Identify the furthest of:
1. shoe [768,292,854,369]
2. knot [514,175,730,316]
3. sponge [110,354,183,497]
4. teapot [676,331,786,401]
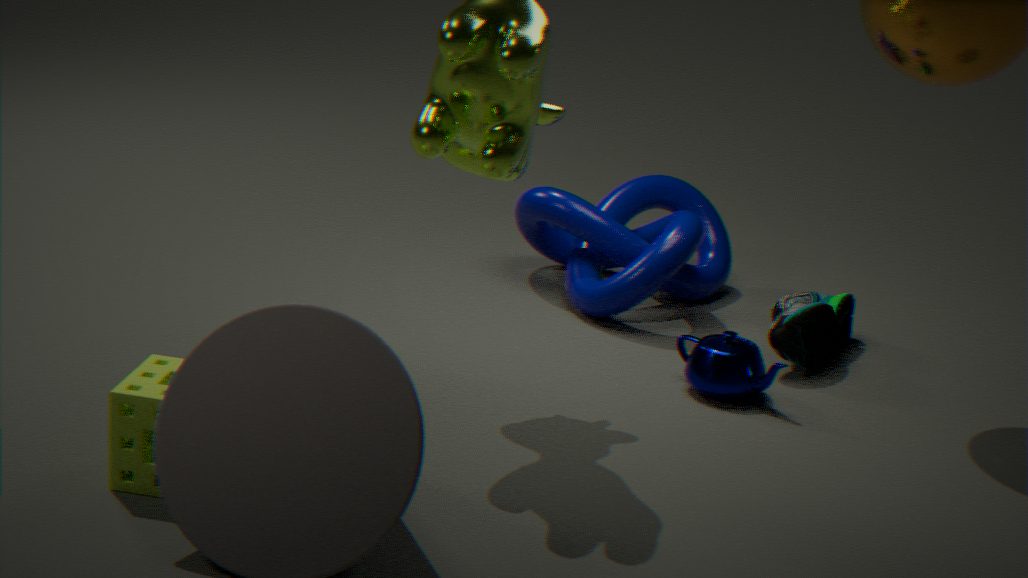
knot [514,175,730,316]
